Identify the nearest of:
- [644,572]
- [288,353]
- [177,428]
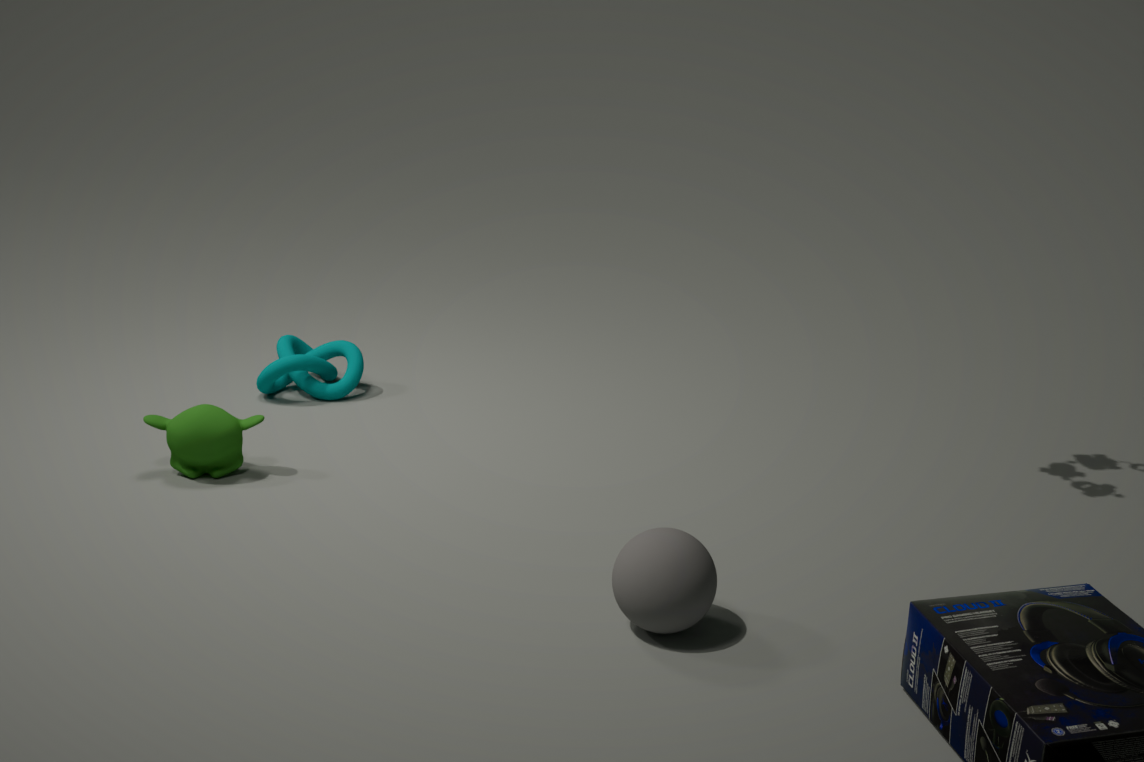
[644,572]
